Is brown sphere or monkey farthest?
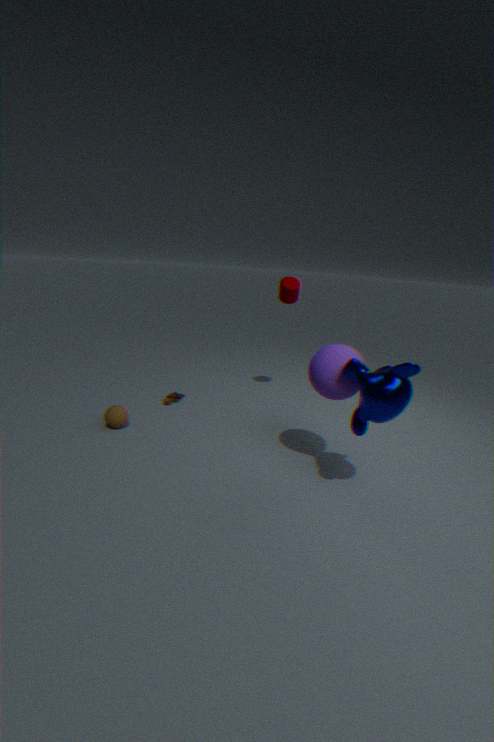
brown sphere
